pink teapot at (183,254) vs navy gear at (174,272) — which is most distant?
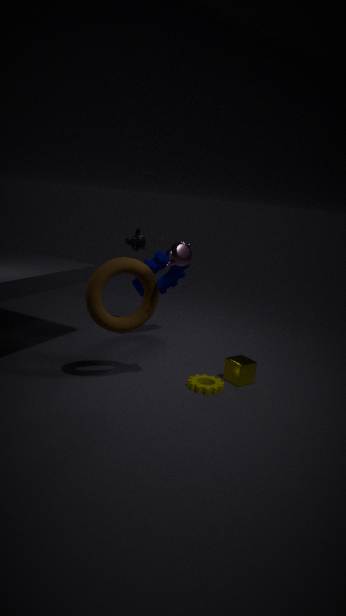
navy gear at (174,272)
